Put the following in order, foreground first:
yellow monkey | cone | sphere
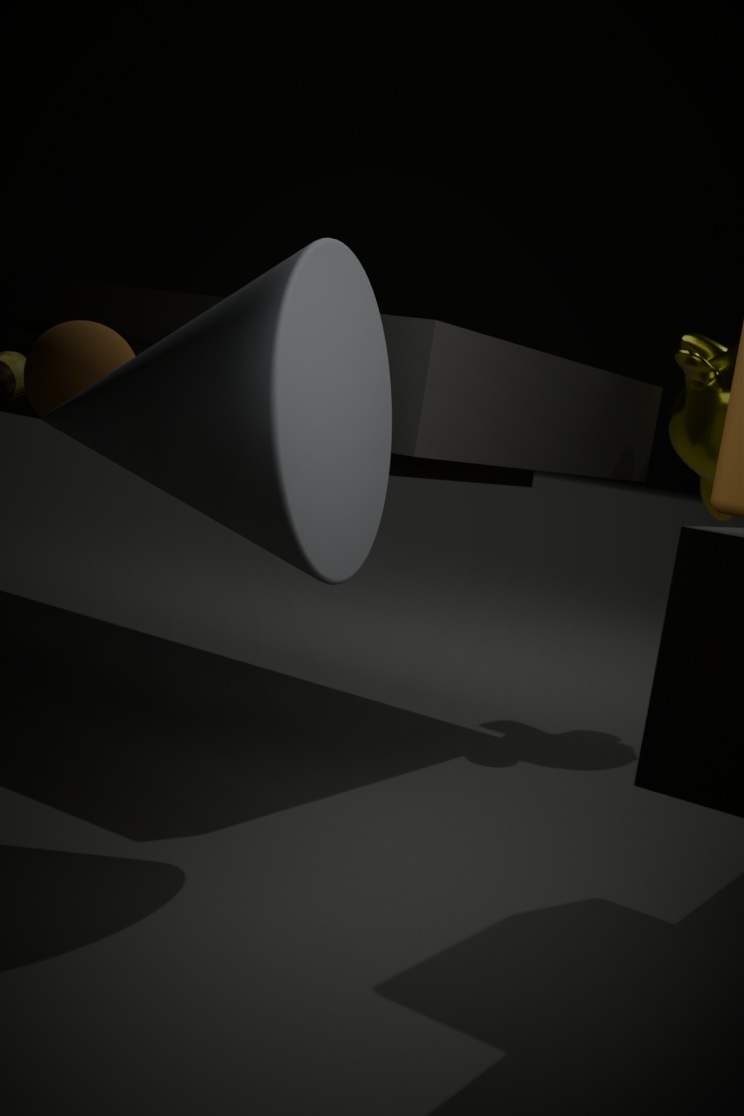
cone
sphere
yellow monkey
